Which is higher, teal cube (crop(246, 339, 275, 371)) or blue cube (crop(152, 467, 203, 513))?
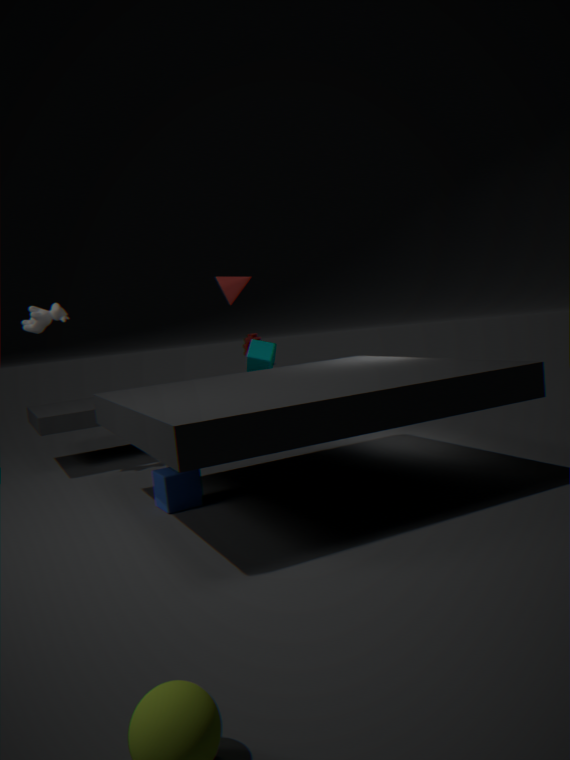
teal cube (crop(246, 339, 275, 371))
